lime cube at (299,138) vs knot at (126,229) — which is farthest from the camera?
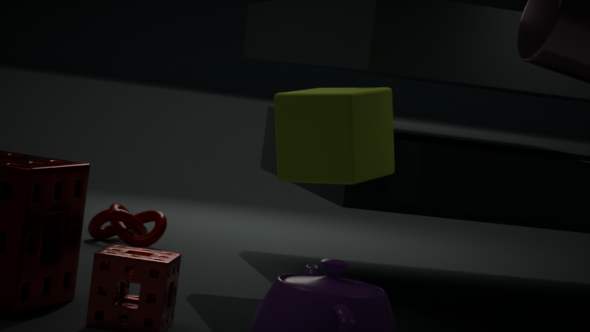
knot at (126,229)
